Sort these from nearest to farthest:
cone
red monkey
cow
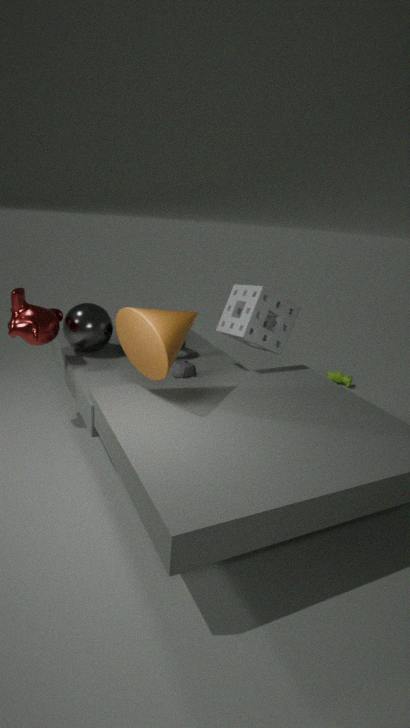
cone → red monkey → cow
